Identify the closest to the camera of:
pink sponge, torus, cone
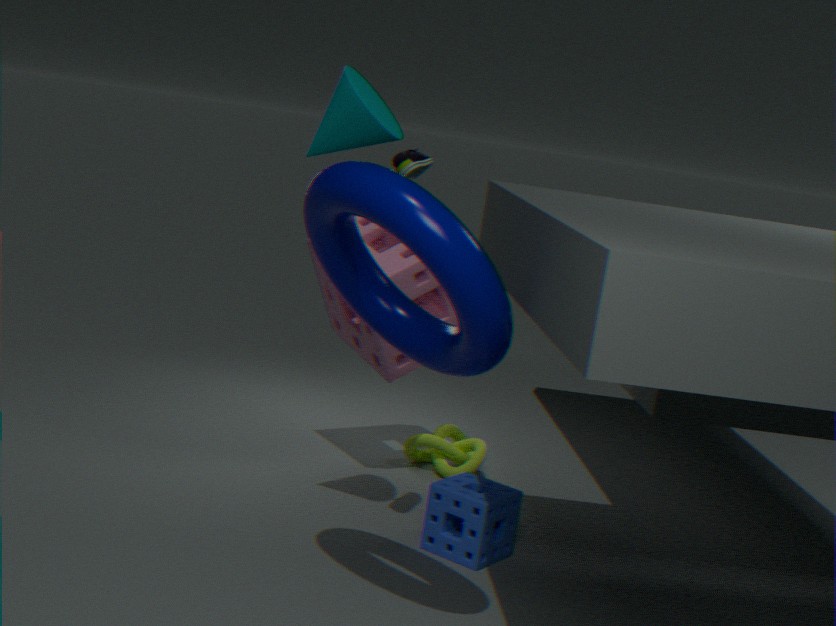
torus
